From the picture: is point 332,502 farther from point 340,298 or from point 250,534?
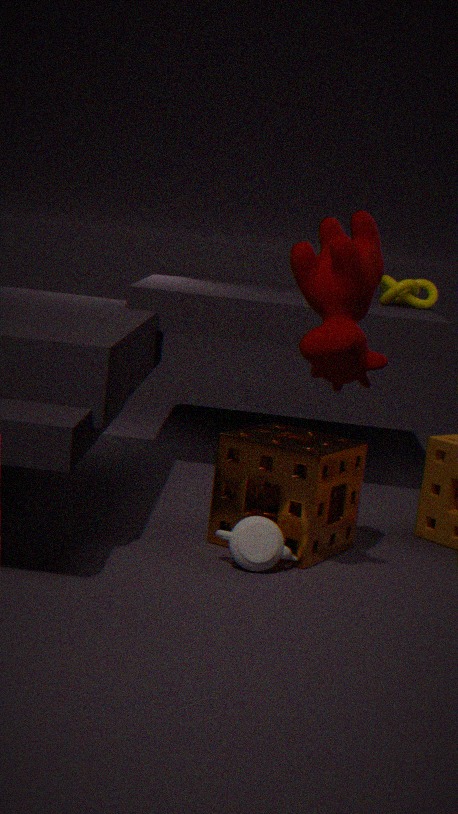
point 340,298
